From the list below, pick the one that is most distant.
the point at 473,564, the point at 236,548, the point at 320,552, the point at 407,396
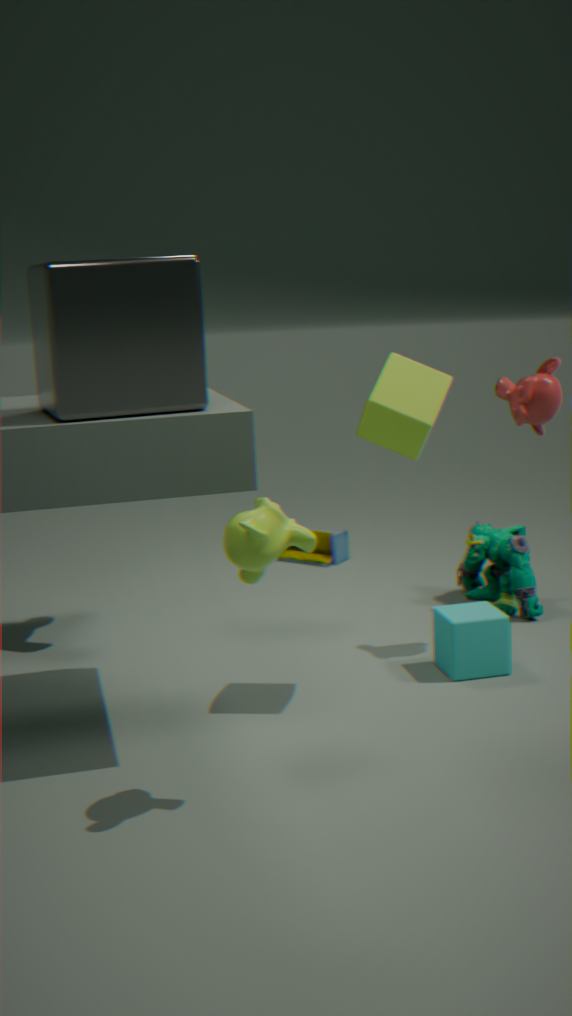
the point at 320,552
